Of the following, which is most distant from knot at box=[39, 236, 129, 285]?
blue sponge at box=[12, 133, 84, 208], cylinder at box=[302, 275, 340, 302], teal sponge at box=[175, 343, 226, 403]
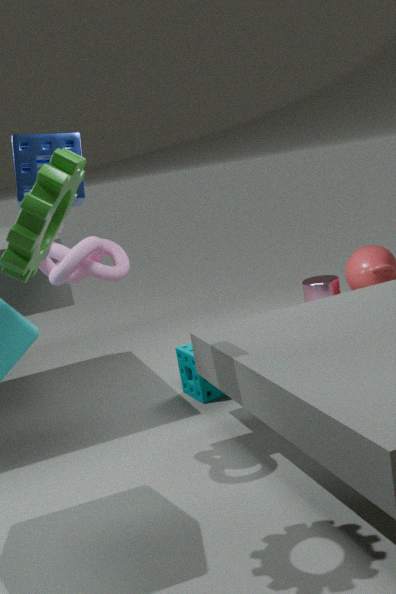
cylinder at box=[302, 275, 340, 302]
